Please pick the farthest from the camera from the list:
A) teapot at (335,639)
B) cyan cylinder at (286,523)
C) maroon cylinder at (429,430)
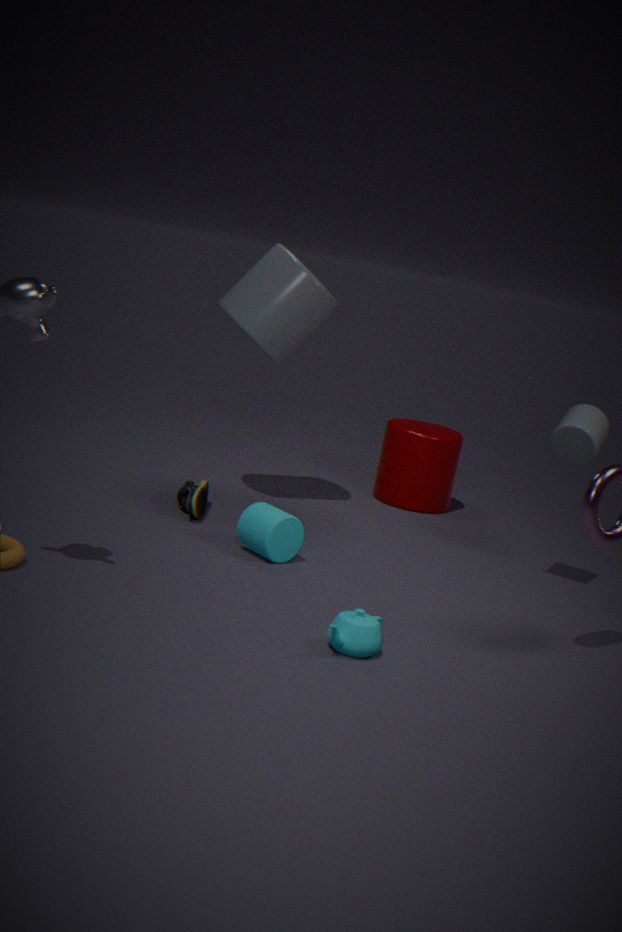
maroon cylinder at (429,430)
